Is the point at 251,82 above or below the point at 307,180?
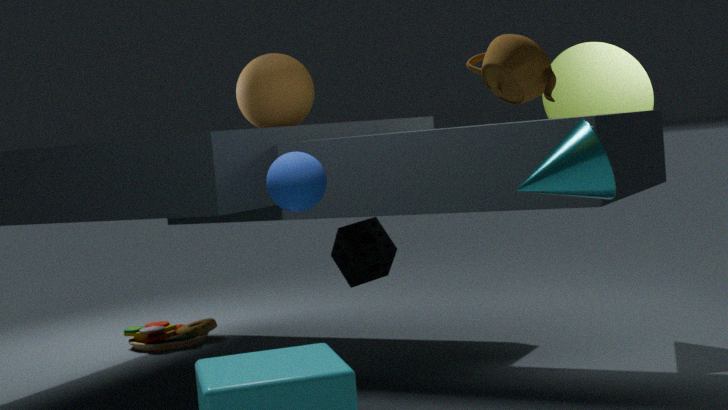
above
